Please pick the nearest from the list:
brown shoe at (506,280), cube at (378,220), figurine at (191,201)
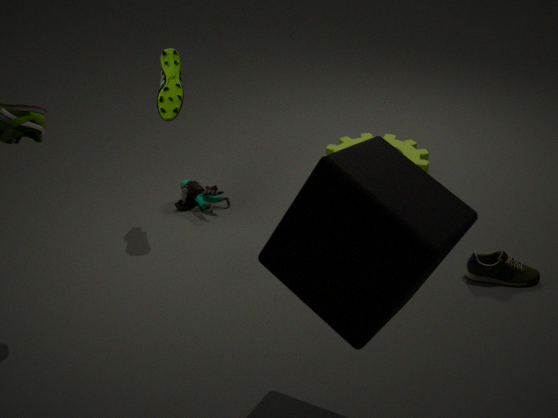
cube at (378,220)
